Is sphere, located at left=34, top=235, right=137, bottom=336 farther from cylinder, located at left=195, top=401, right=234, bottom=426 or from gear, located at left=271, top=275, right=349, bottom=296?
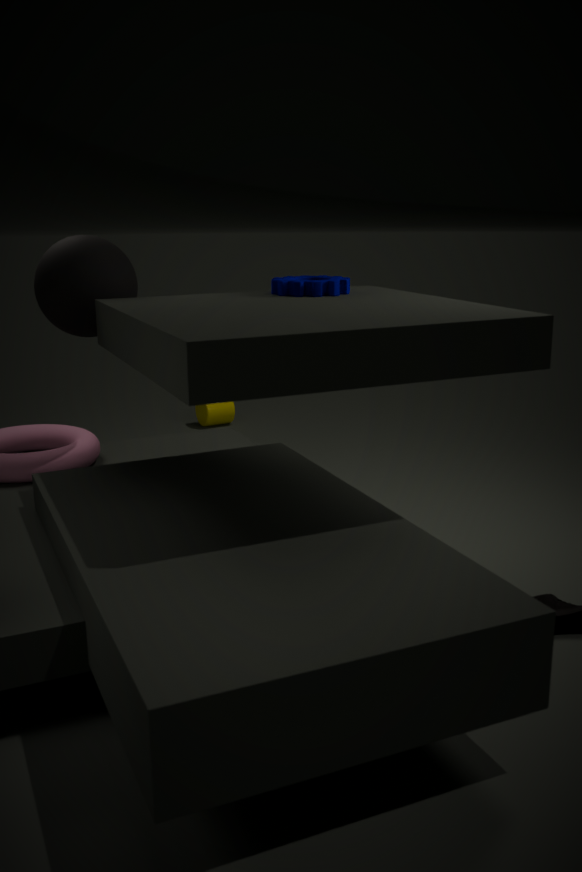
cylinder, located at left=195, top=401, right=234, bottom=426
